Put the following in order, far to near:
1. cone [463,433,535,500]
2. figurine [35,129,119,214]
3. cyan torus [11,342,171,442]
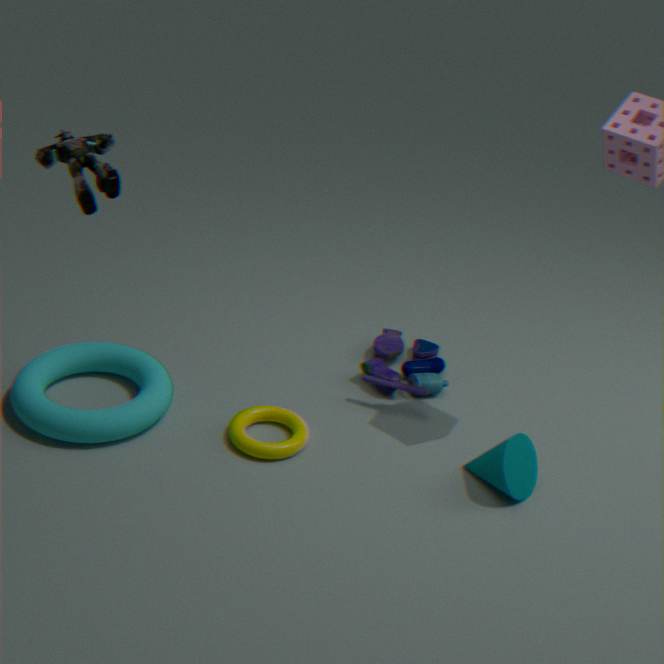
1. cyan torus [11,342,171,442]
2. cone [463,433,535,500]
3. figurine [35,129,119,214]
